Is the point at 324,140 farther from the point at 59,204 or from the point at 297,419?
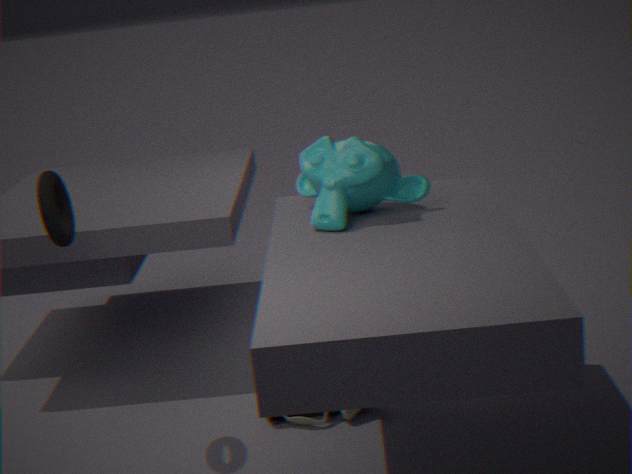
the point at 59,204
